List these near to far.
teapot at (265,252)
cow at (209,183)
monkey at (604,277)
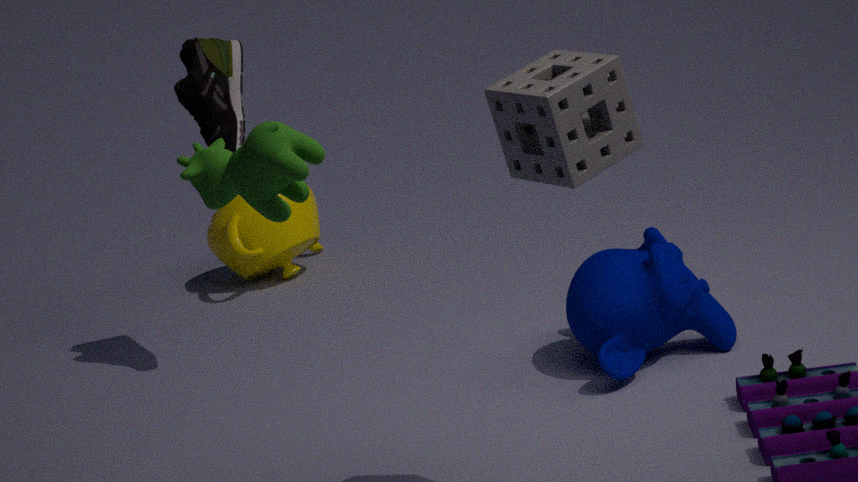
cow at (209,183)
monkey at (604,277)
teapot at (265,252)
